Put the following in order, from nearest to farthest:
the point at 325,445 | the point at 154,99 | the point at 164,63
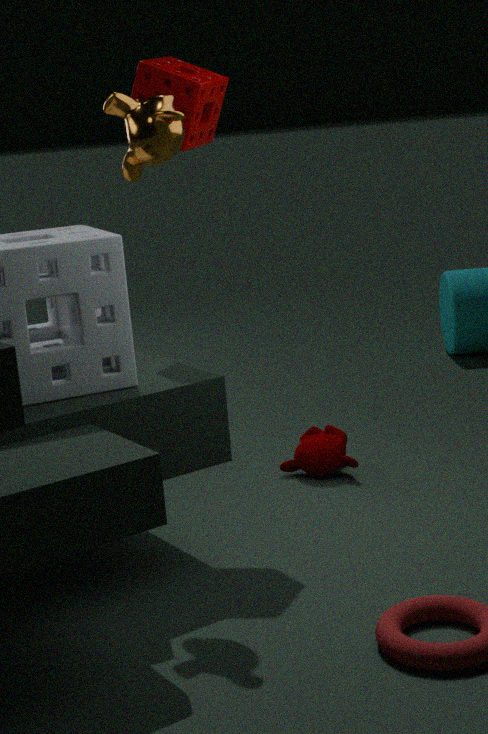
the point at 154,99, the point at 164,63, the point at 325,445
